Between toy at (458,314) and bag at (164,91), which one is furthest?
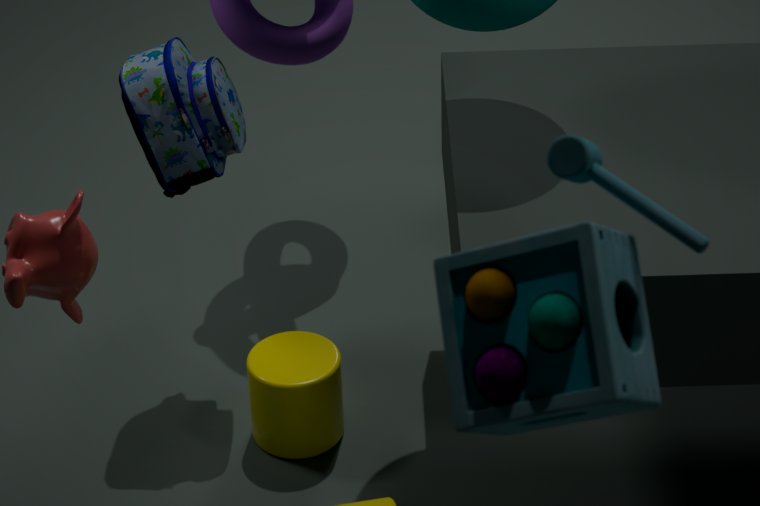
bag at (164,91)
